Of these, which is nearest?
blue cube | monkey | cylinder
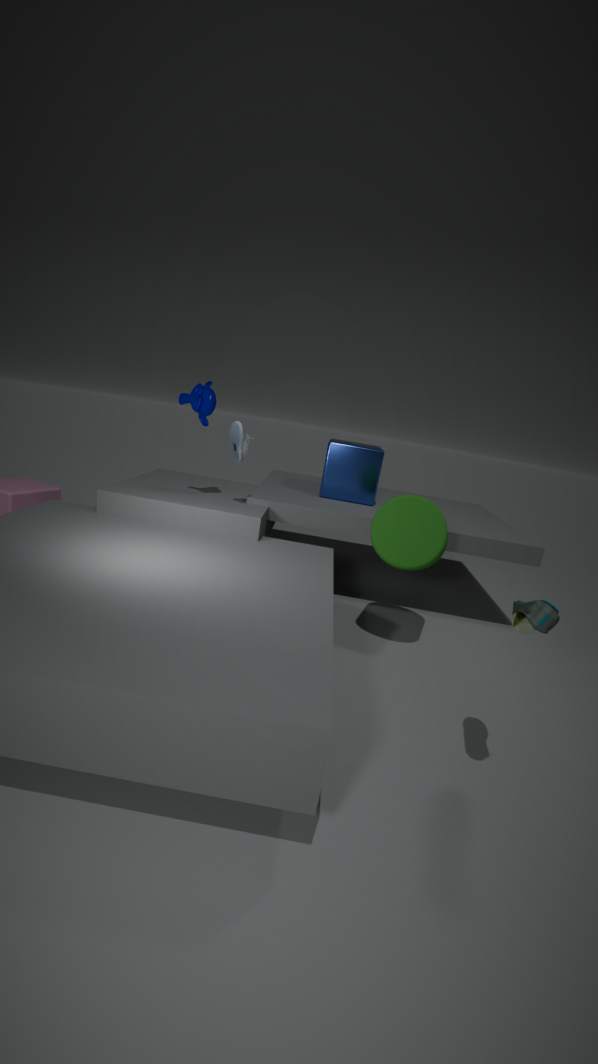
cylinder
